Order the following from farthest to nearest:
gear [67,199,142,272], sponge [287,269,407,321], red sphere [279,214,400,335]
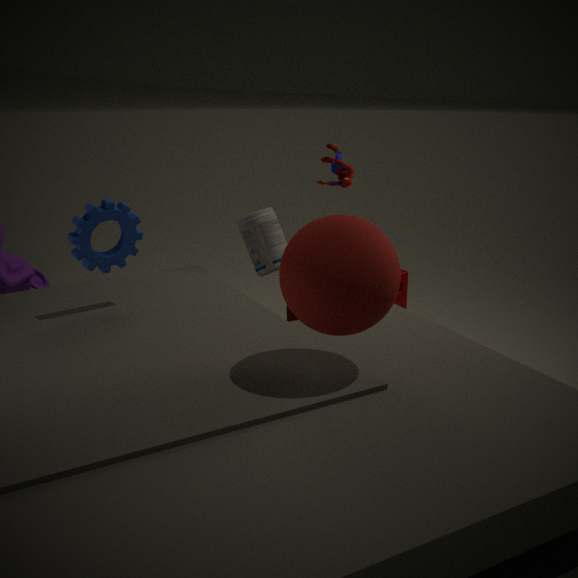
sponge [287,269,407,321] → gear [67,199,142,272] → red sphere [279,214,400,335]
